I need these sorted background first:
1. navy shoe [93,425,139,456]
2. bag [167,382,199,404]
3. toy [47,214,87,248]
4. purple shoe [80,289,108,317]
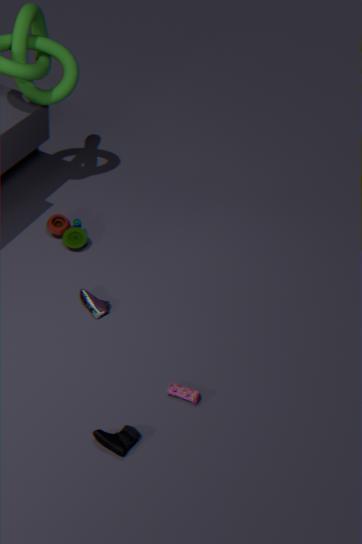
toy [47,214,87,248], purple shoe [80,289,108,317], bag [167,382,199,404], navy shoe [93,425,139,456]
